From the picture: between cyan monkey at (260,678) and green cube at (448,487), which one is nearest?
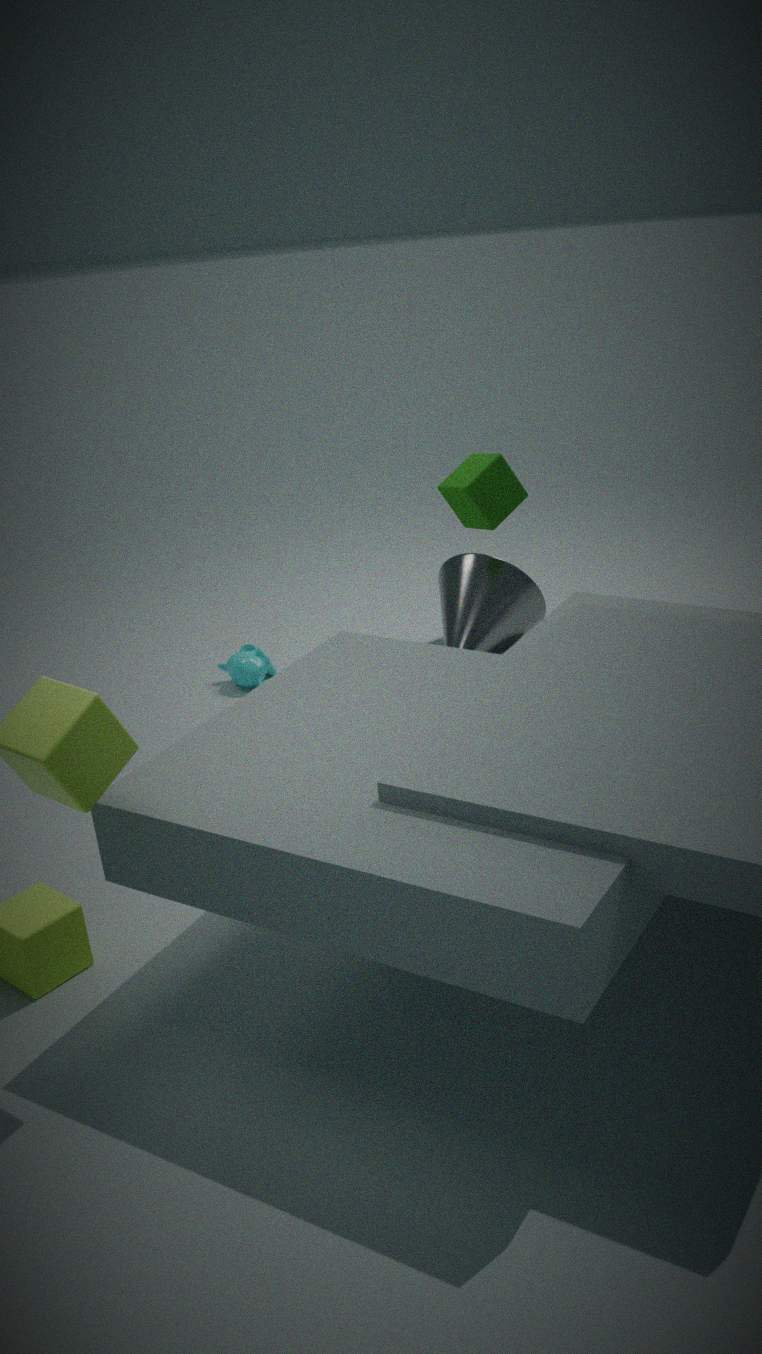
green cube at (448,487)
